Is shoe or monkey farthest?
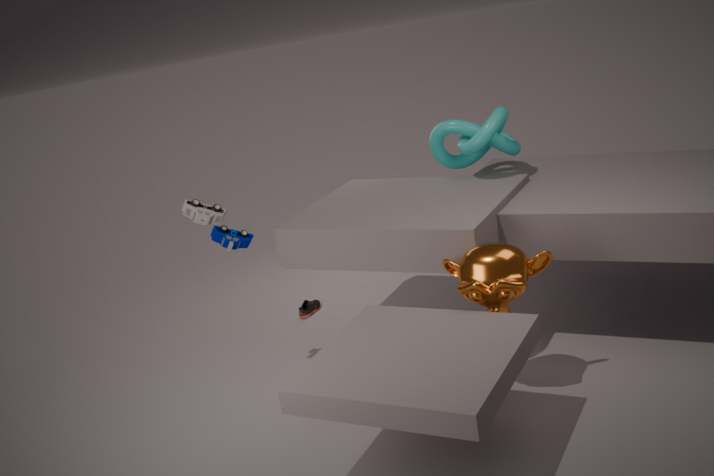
shoe
